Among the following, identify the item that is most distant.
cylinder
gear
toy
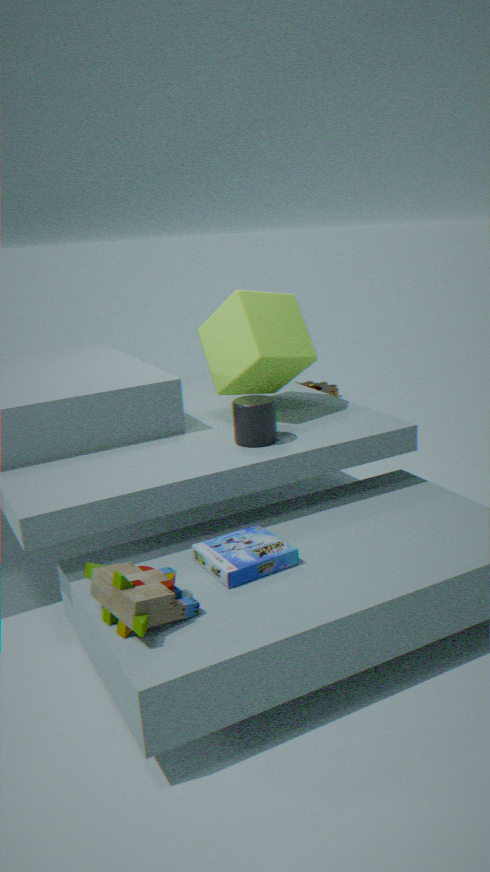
gear
